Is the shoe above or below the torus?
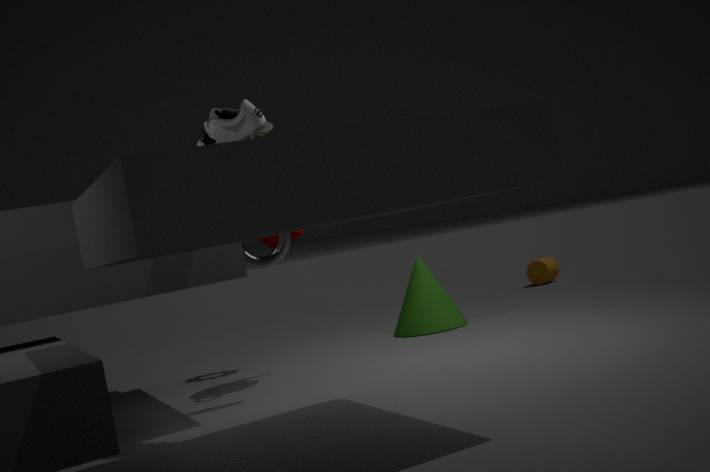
above
